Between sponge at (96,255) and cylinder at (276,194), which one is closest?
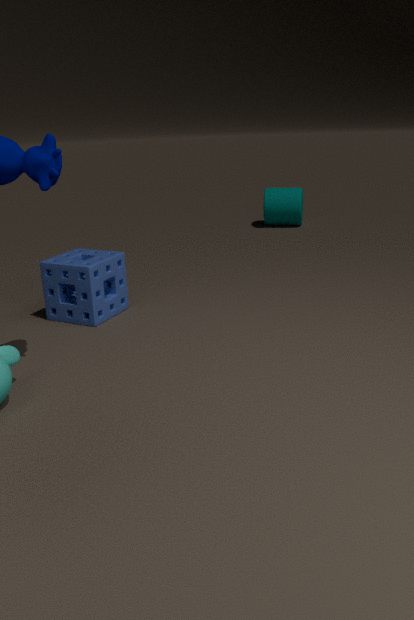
sponge at (96,255)
